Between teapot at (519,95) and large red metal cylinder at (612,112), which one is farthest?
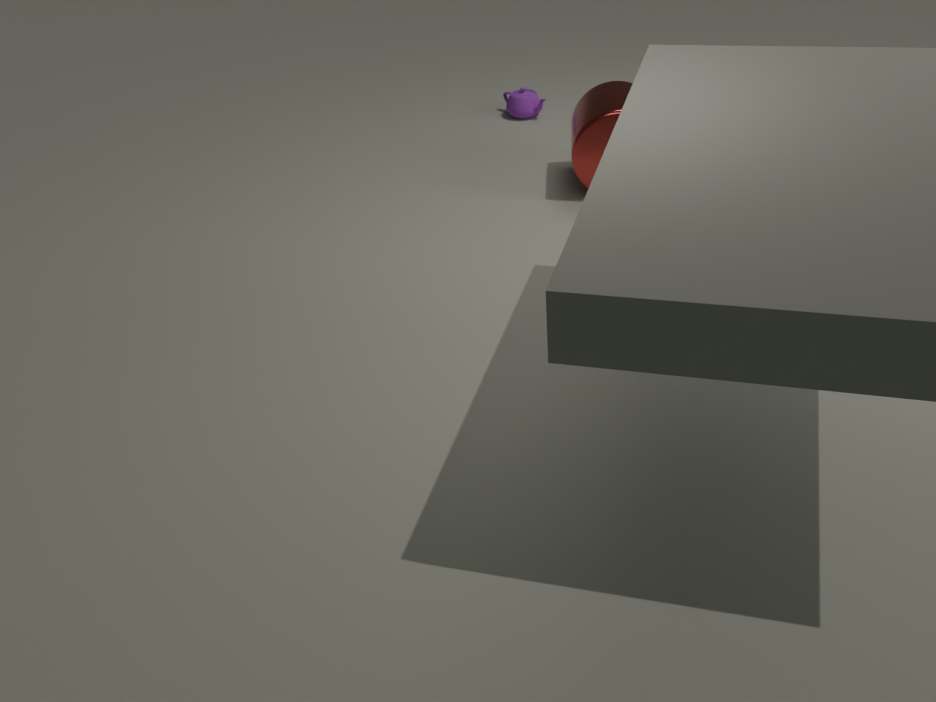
teapot at (519,95)
